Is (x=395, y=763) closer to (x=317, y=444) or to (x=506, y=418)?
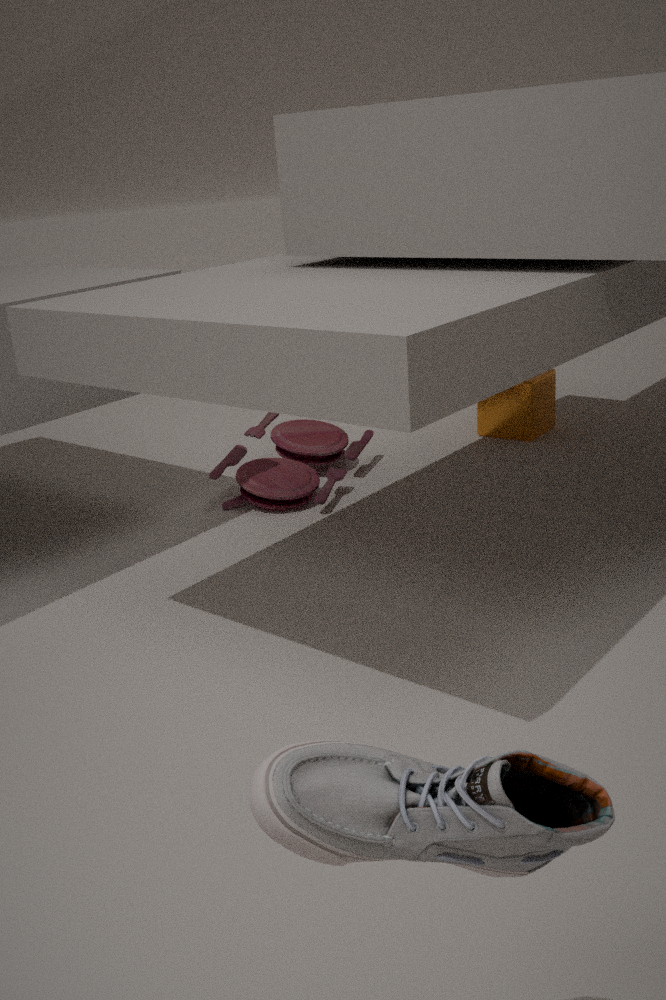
(x=317, y=444)
